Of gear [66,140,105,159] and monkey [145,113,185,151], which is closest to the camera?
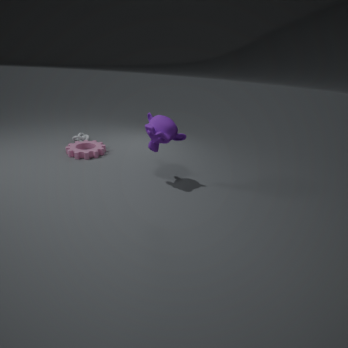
monkey [145,113,185,151]
